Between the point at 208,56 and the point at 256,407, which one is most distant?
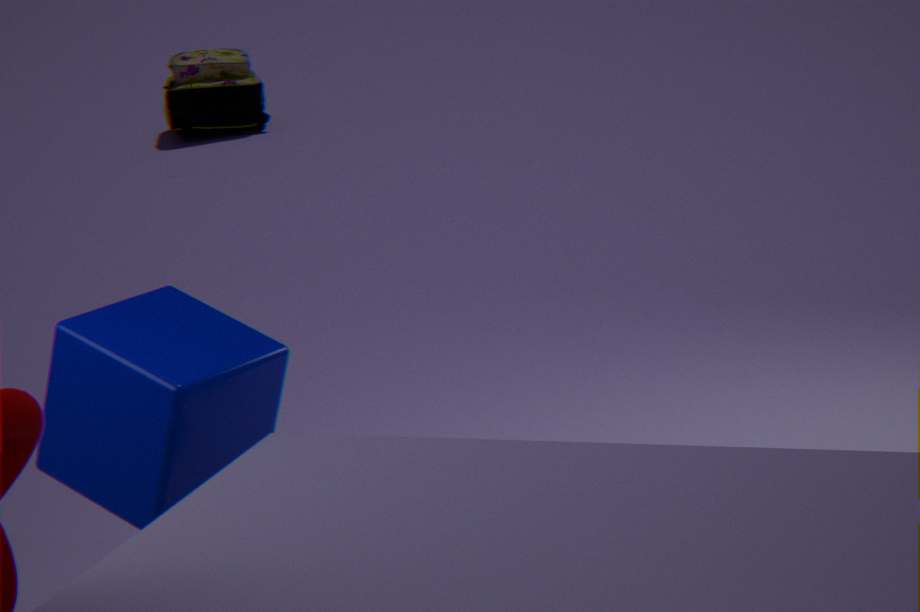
the point at 208,56
